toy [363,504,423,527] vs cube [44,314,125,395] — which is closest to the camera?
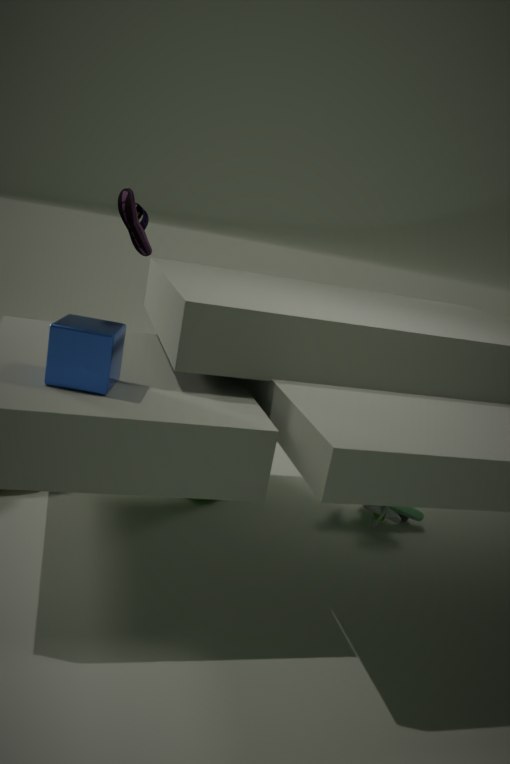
cube [44,314,125,395]
